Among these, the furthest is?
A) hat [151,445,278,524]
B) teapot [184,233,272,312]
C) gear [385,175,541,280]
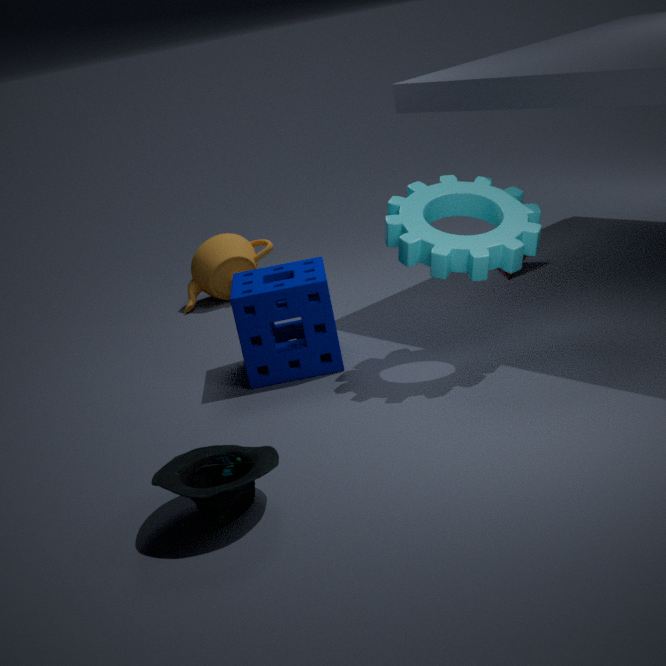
teapot [184,233,272,312]
